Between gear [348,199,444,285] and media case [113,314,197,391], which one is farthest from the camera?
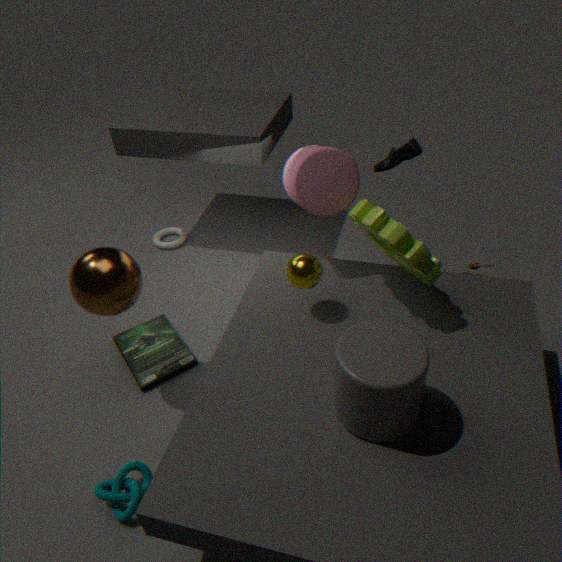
media case [113,314,197,391]
